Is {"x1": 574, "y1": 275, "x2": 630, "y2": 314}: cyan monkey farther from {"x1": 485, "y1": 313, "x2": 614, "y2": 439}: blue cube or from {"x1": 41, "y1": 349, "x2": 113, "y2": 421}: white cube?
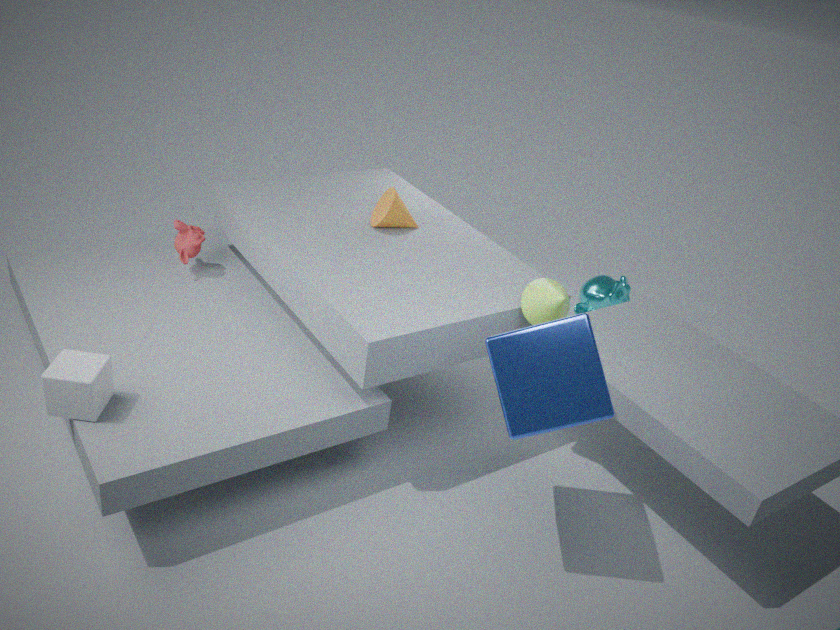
{"x1": 41, "y1": 349, "x2": 113, "y2": 421}: white cube
